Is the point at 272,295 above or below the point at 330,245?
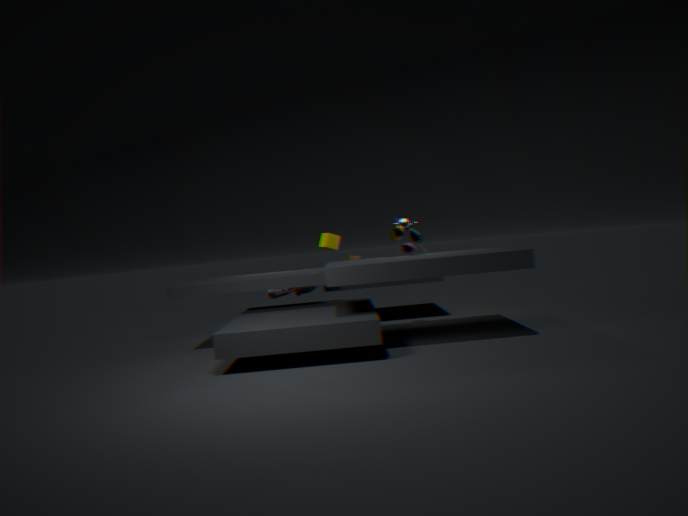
below
